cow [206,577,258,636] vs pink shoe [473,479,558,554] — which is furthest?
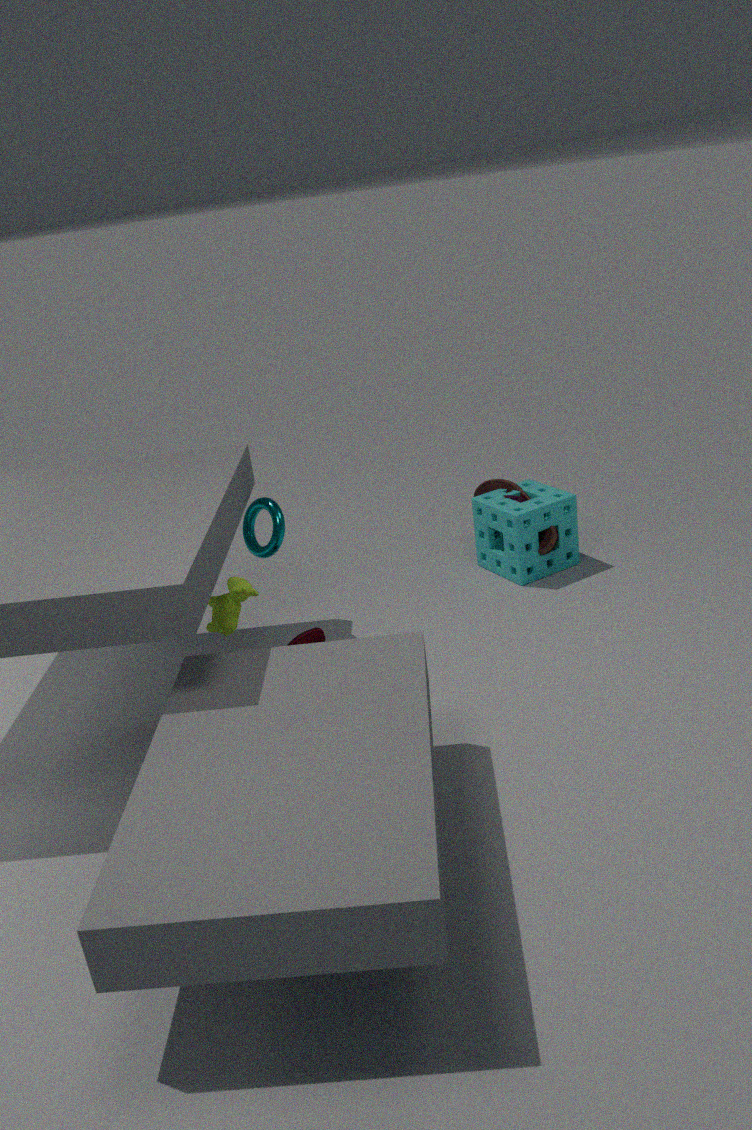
pink shoe [473,479,558,554]
